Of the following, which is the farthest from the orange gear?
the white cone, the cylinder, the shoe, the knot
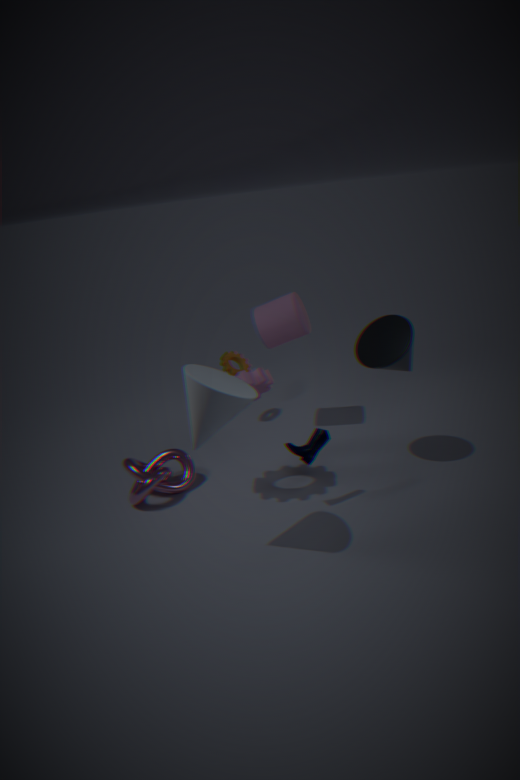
the white cone
